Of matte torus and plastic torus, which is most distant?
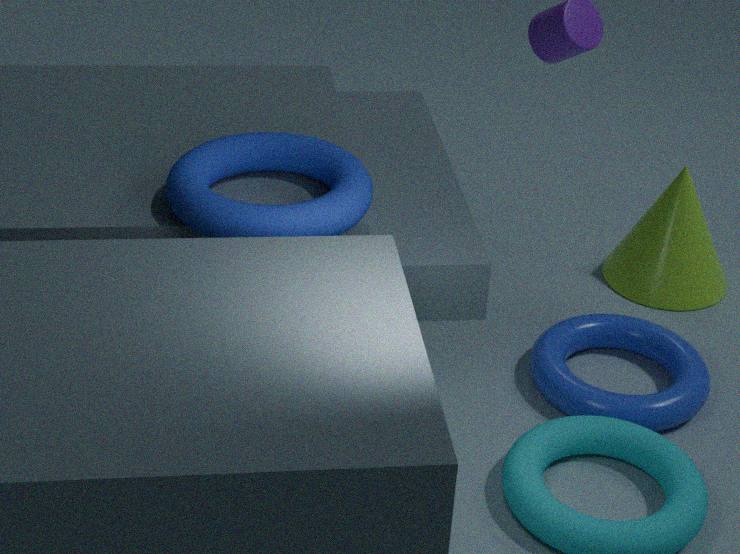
plastic torus
